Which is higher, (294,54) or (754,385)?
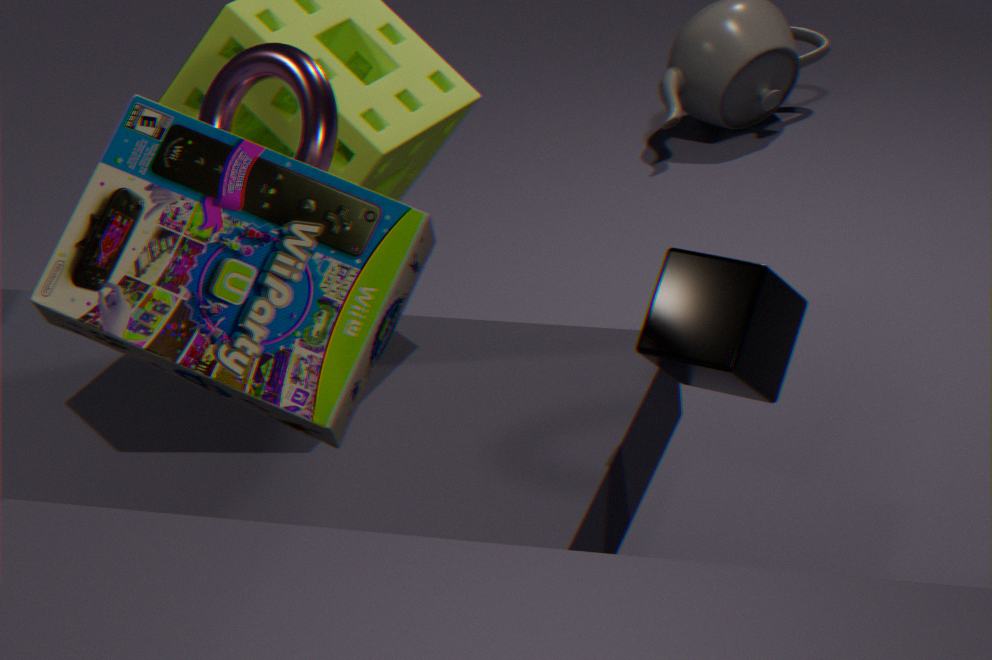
(294,54)
